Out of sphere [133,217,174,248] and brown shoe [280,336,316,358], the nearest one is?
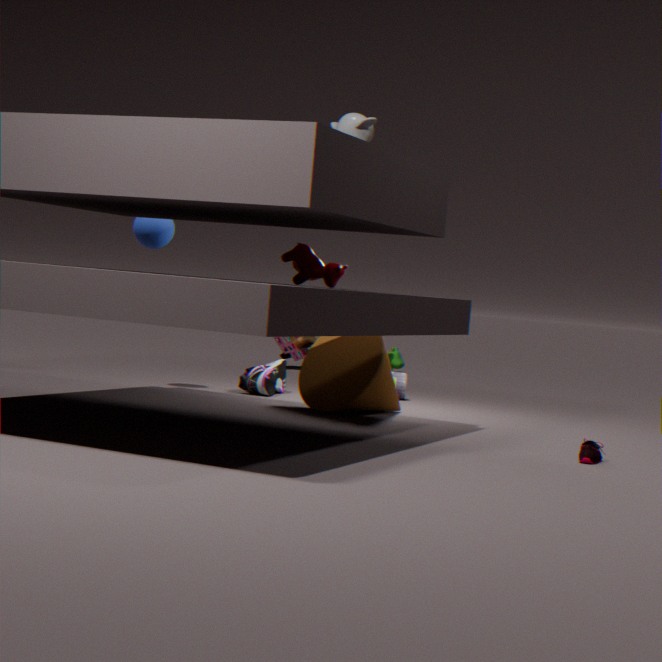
sphere [133,217,174,248]
